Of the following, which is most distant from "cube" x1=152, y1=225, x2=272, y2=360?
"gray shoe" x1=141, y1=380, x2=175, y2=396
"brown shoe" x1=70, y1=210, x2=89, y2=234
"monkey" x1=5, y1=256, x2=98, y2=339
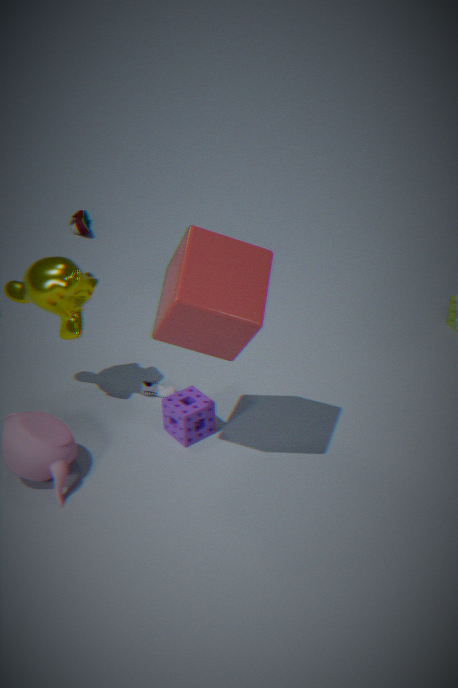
"brown shoe" x1=70, y1=210, x2=89, y2=234
